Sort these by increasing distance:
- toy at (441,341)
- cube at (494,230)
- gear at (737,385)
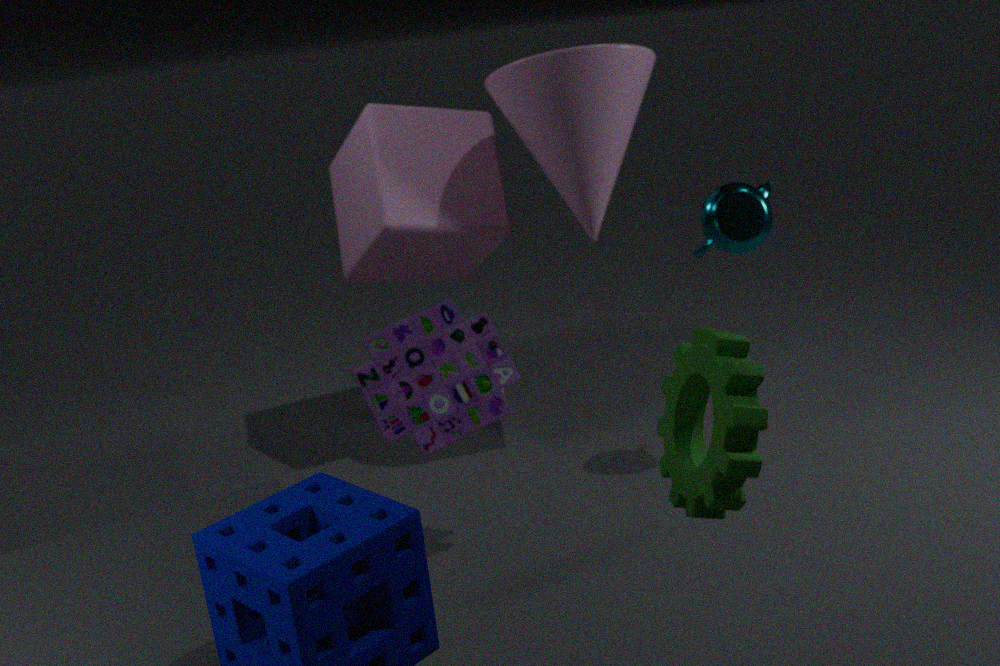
gear at (737,385) < toy at (441,341) < cube at (494,230)
